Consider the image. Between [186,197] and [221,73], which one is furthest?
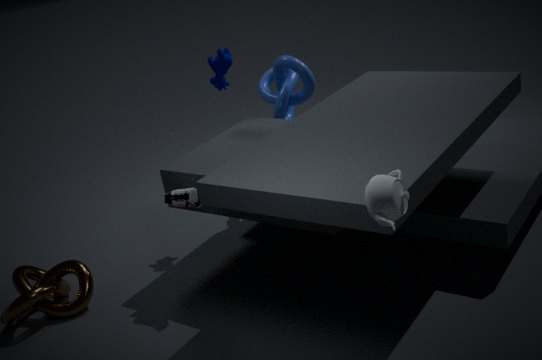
[221,73]
